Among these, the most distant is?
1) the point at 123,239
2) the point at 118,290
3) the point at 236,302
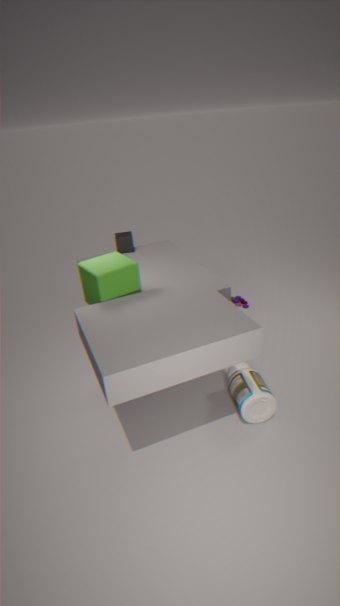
3. the point at 236,302
